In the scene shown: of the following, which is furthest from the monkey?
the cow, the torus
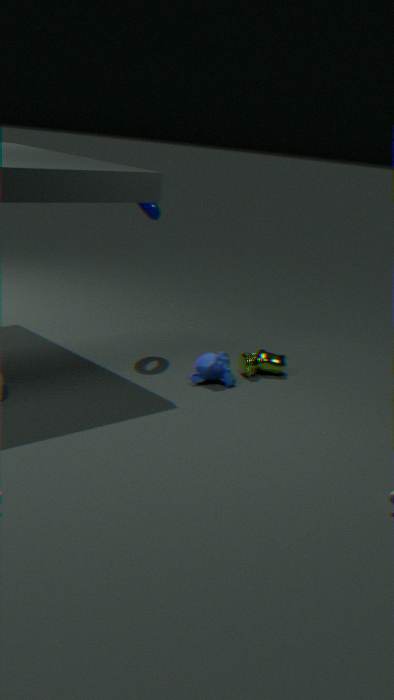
the torus
